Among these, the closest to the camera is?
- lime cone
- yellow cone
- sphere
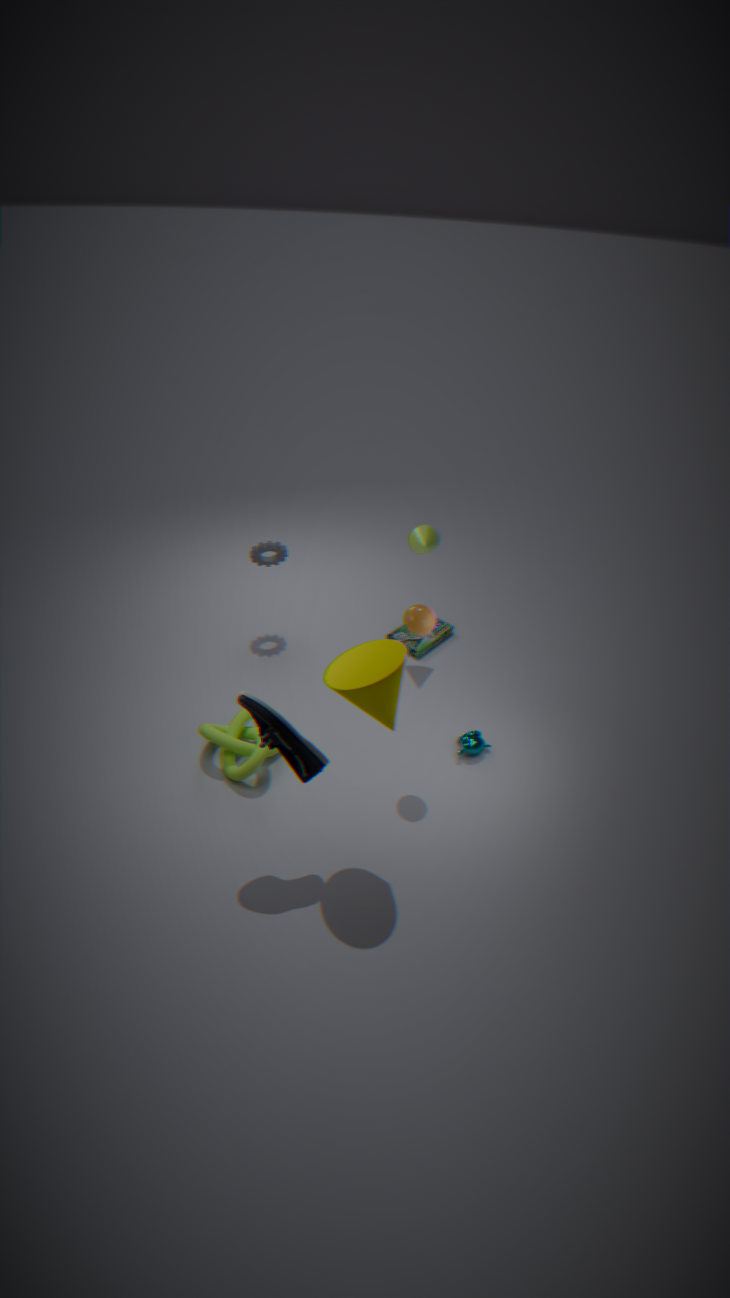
yellow cone
